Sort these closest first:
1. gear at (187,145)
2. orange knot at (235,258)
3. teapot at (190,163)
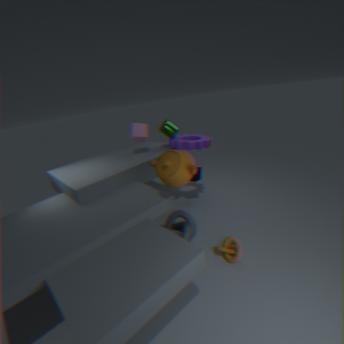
teapot at (190,163) < orange knot at (235,258) < gear at (187,145)
